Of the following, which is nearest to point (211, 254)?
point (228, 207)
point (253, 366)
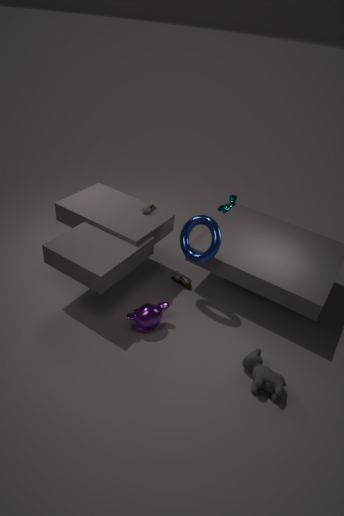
point (253, 366)
